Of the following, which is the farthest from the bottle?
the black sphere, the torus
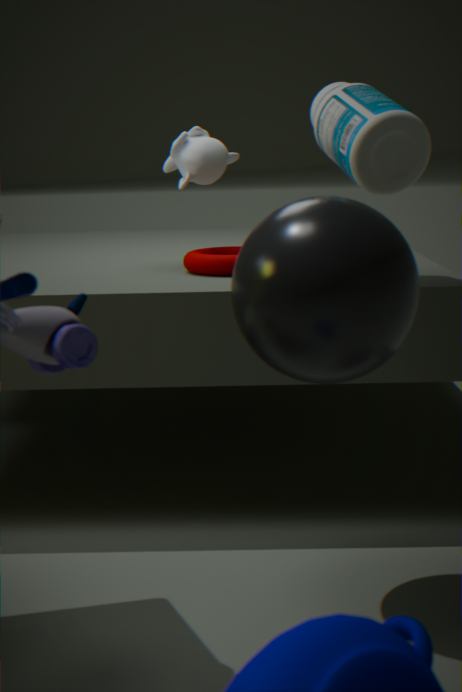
the torus
